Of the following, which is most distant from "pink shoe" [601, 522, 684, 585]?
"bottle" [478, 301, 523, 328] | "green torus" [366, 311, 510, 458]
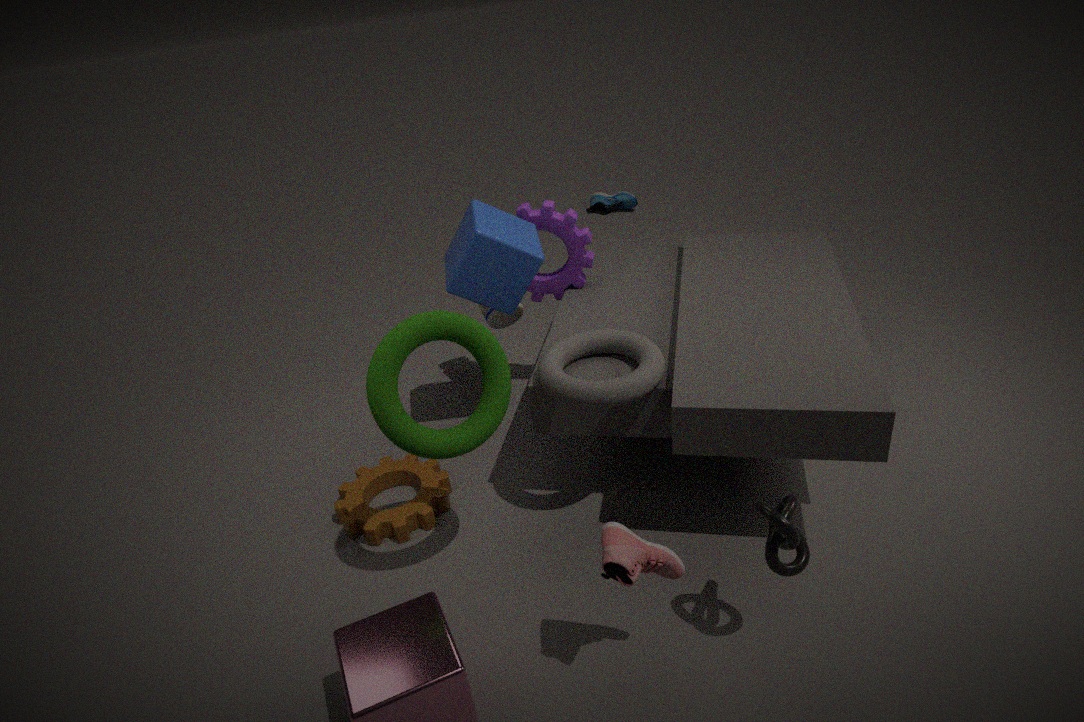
"bottle" [478, 301, 523, 328]
